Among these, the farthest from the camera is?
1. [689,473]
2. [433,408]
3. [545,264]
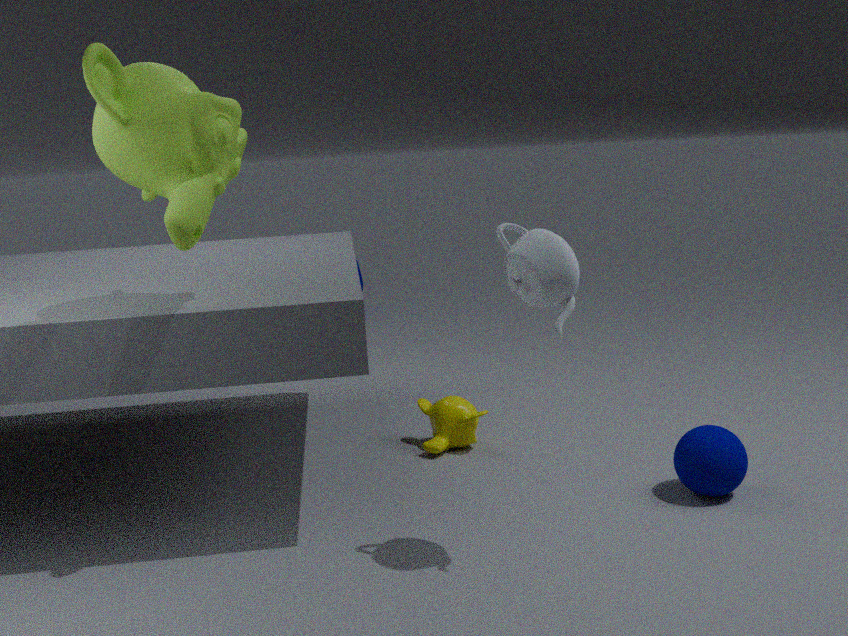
[433,408]
